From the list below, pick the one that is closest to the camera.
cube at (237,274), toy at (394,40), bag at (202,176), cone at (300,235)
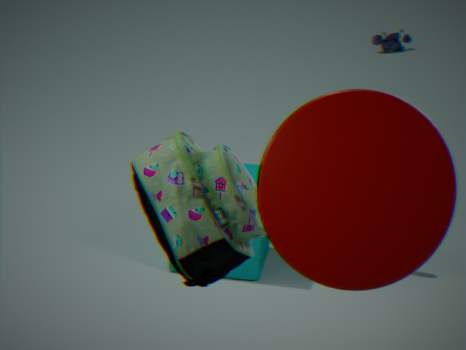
cone at (300,235)
